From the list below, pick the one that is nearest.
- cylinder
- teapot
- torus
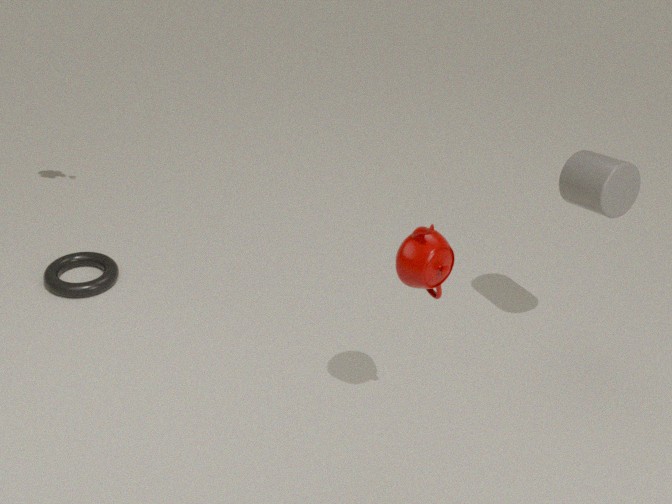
teapot
